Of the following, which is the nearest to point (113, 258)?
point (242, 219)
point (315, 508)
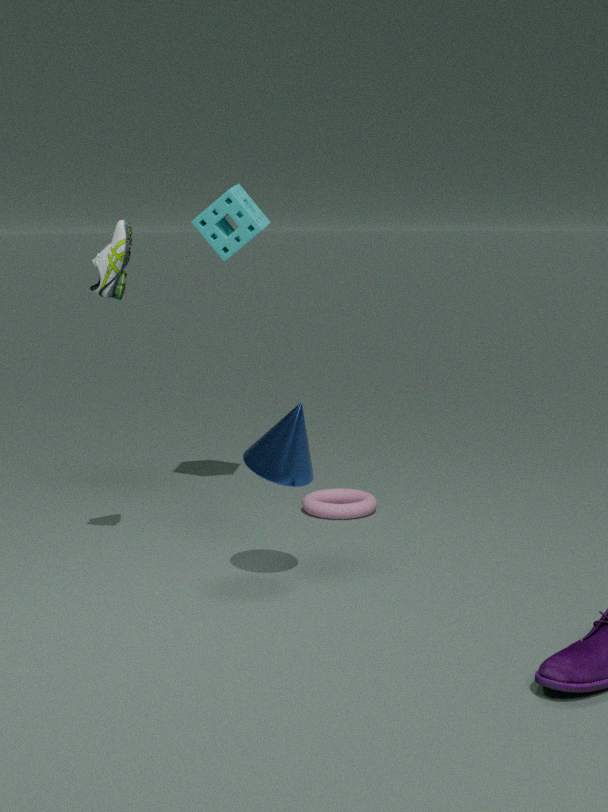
point (242, 219)
